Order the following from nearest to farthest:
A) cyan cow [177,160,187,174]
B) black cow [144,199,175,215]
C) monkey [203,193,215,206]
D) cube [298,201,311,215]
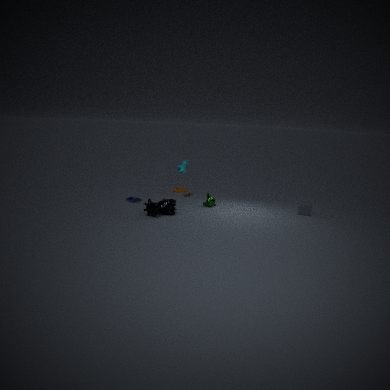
black cow [144,199,175,215] → cube [298,201,311,215] → monkey [203,193,215,206] → cyan cow [177,160,187,174]
